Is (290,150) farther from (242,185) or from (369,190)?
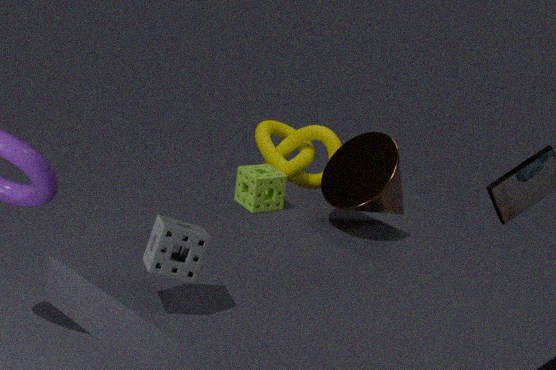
(369,190)
